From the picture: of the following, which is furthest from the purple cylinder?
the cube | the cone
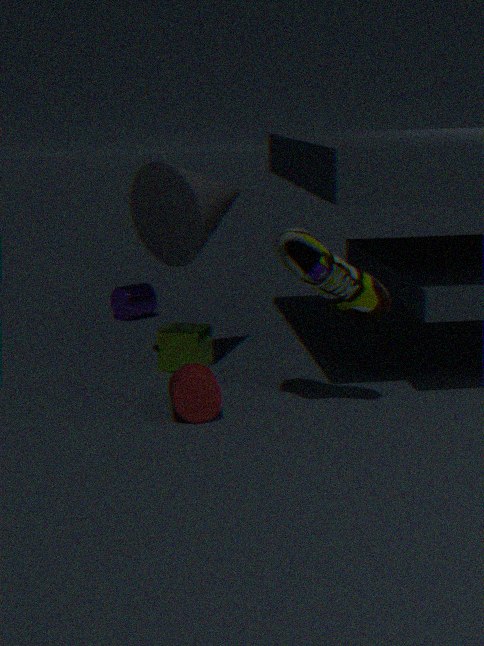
the cone
